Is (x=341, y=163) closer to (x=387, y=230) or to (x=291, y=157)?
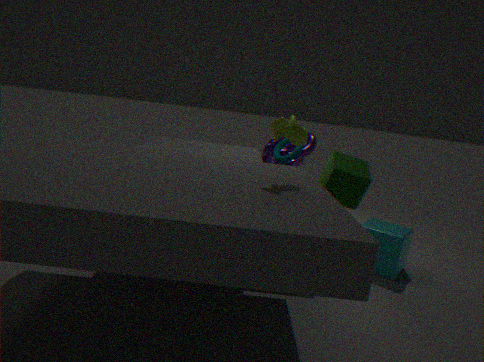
(x=387, y=230)
